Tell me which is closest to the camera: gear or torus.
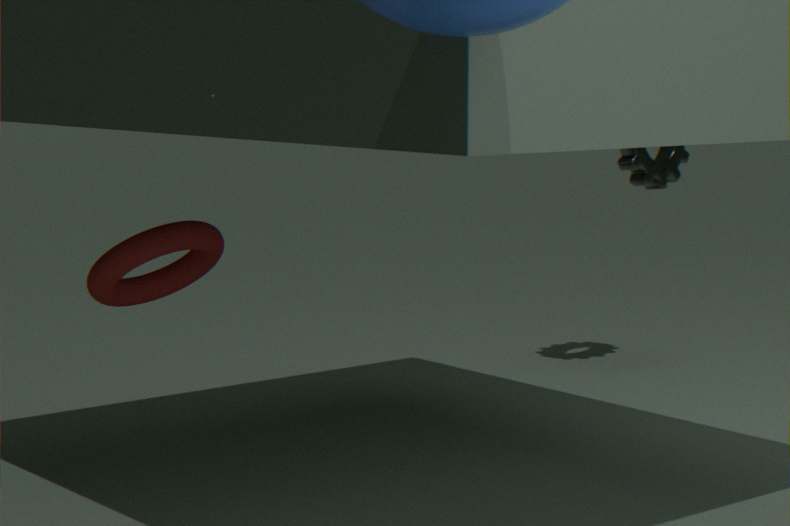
torus
